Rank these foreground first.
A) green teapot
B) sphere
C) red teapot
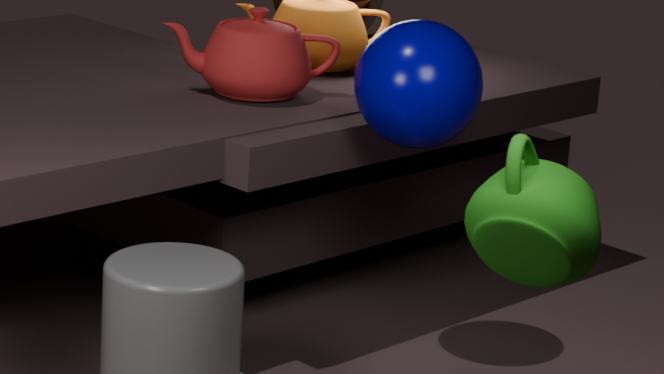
green teapot
sphere
red teapot
